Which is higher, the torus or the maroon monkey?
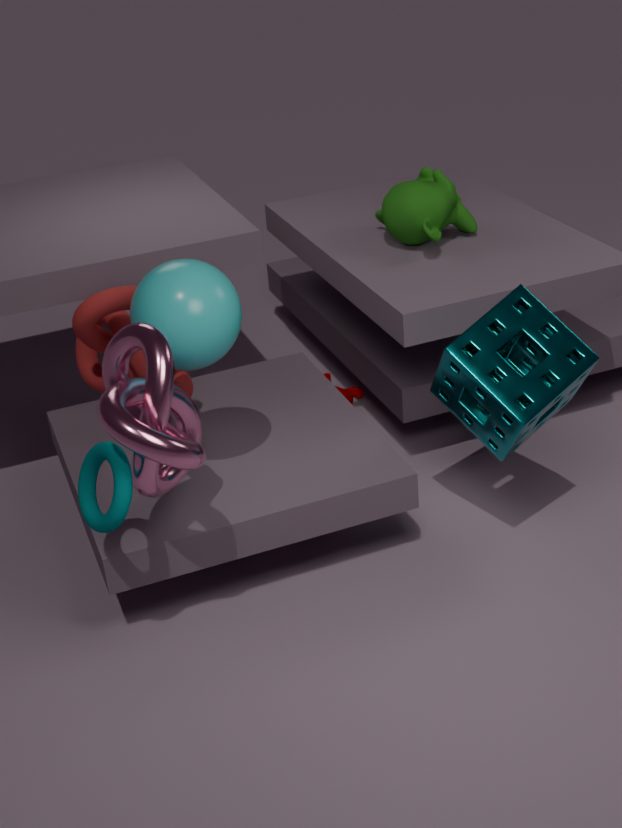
the torus
